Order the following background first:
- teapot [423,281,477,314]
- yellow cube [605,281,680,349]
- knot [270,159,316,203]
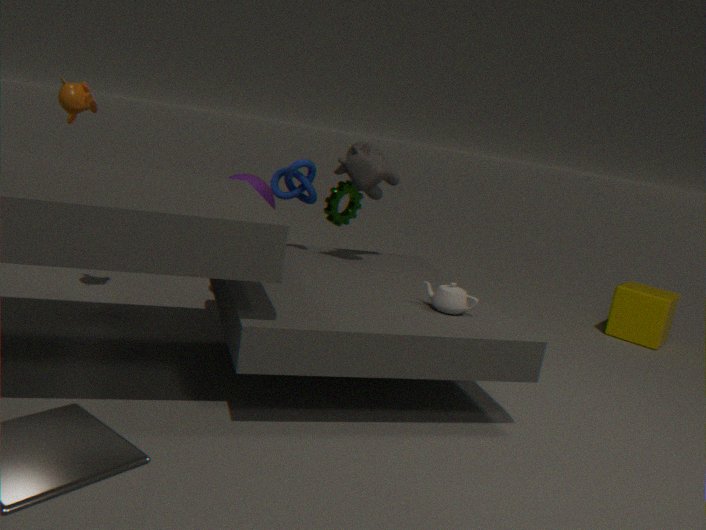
yellow cube [605,281,680,349] → knot [270,159,316,203] → teapot [423,281,477,314]
